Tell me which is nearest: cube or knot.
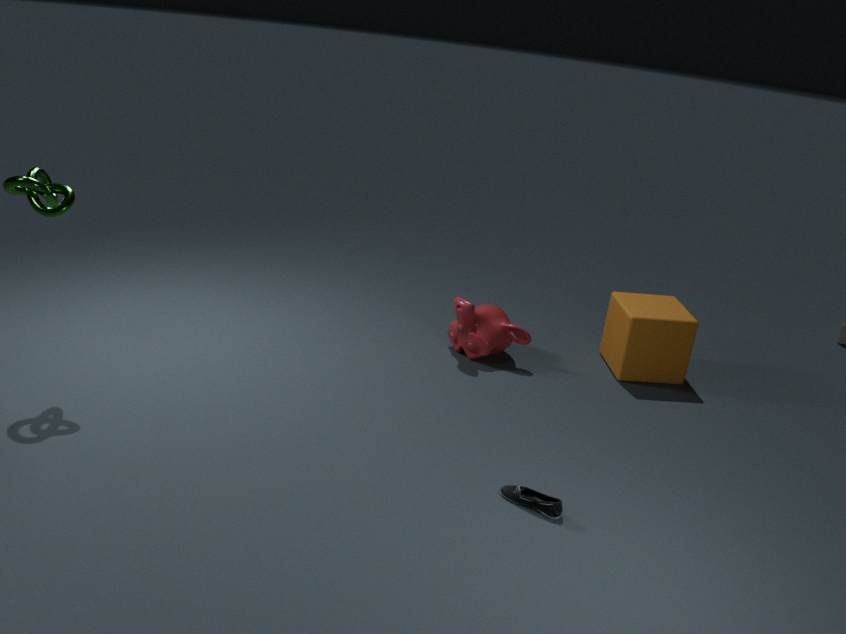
knot
